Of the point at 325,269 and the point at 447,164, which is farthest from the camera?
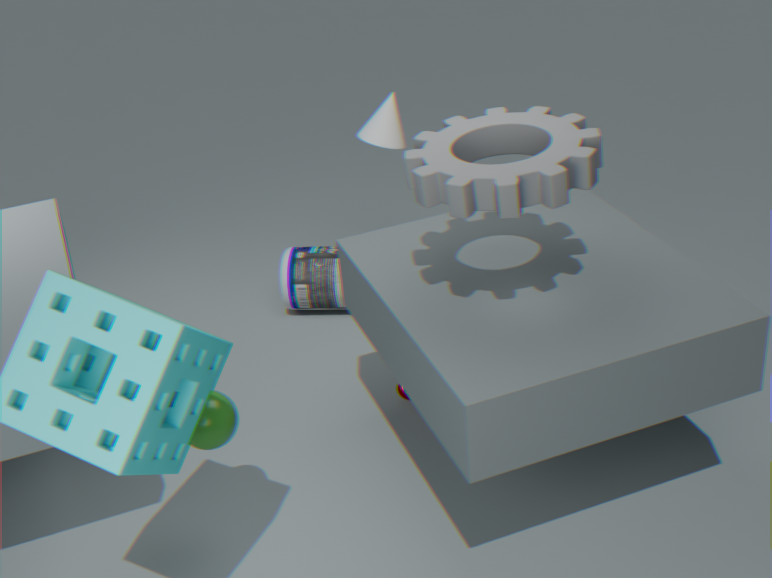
the point at 325,269
